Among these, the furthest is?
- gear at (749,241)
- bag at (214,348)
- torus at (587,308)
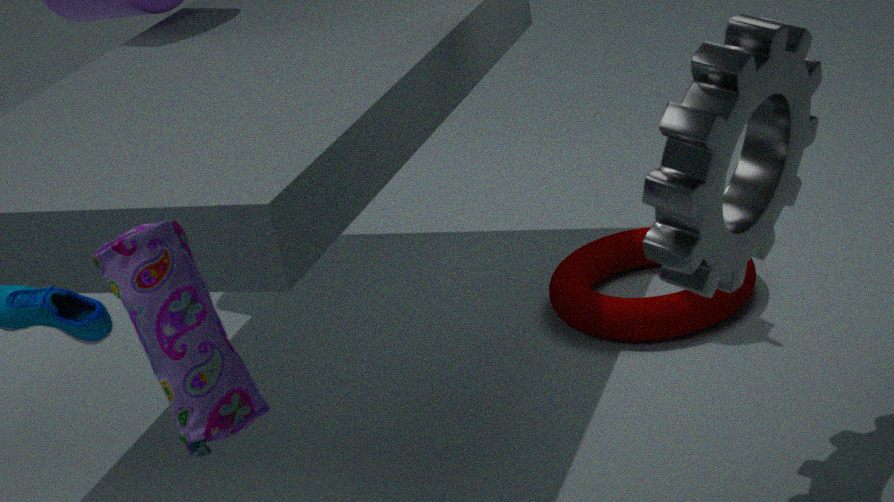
torus at (587,308)
